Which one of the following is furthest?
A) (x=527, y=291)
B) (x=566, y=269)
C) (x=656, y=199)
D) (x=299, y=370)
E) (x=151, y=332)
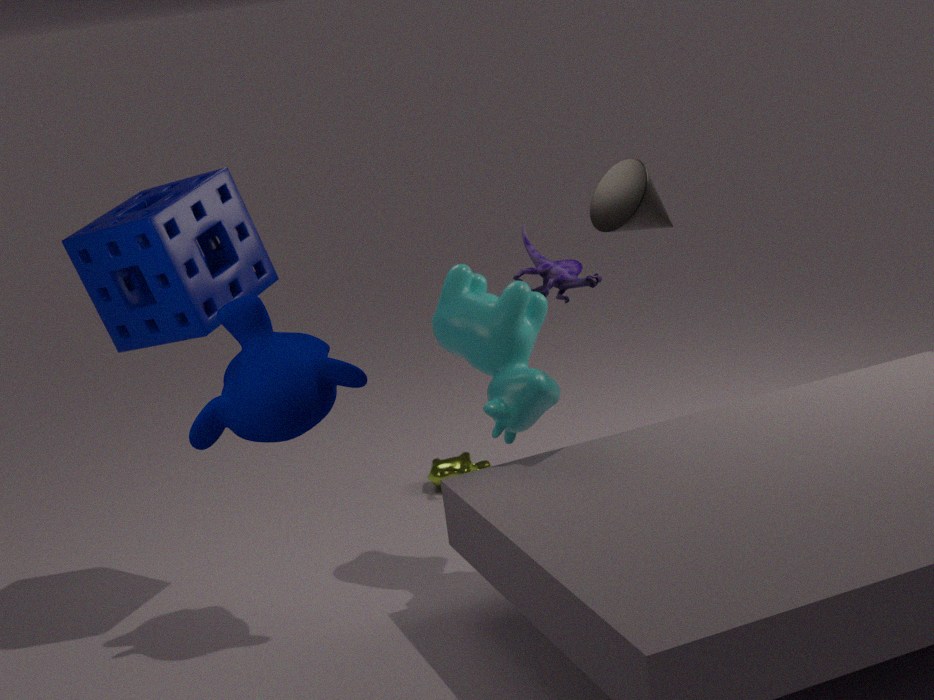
(x=566, y=269)
